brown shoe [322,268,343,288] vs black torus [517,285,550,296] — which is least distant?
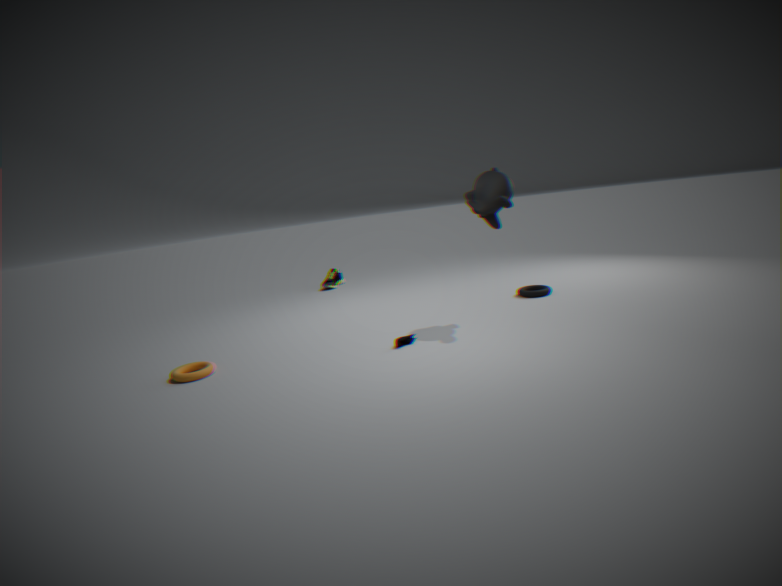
black torus [517,285,550,296]
